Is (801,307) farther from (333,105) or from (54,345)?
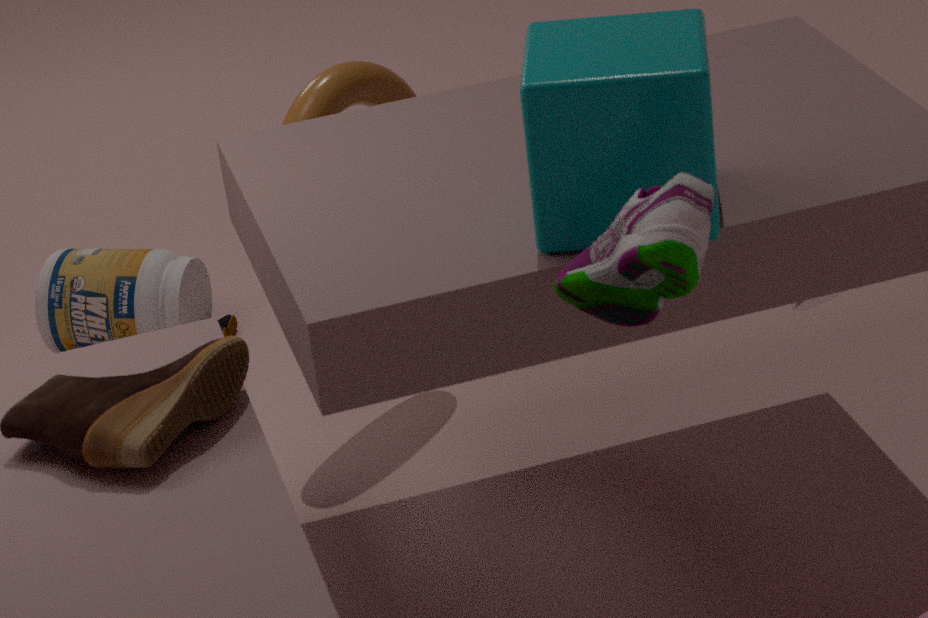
(54,345)
